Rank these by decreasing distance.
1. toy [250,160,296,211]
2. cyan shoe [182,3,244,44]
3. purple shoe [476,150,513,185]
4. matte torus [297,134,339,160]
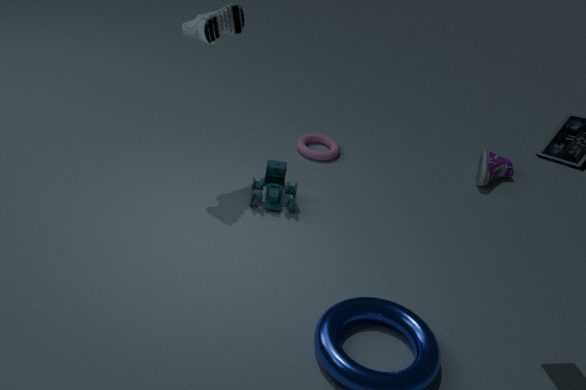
matte torus [297,134,339,160]
purple shoe [476,150,513,185]
toy [250,160,296,211]
cyan shoe [182,3,244,44]
